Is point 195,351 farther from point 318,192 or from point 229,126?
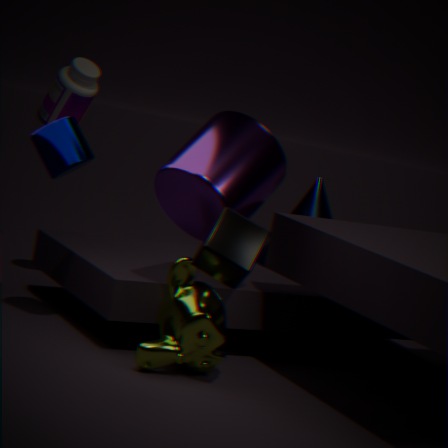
point 318,192
